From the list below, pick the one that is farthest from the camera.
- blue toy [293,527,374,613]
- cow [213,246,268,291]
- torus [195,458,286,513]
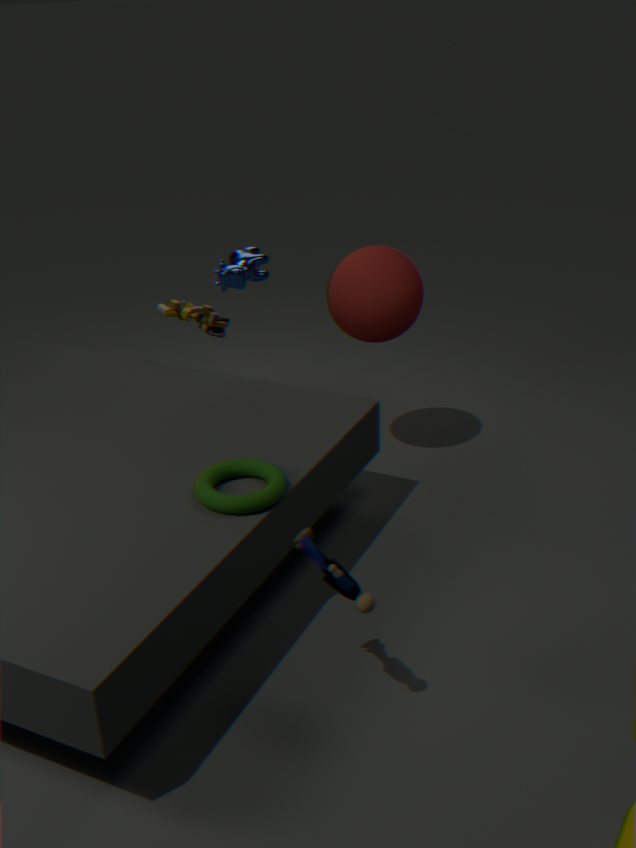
cow [213,246,268,291]
